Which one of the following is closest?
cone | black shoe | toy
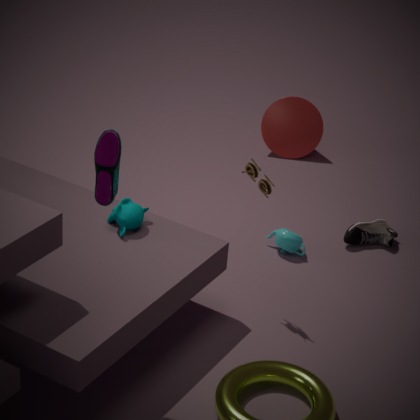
toy
